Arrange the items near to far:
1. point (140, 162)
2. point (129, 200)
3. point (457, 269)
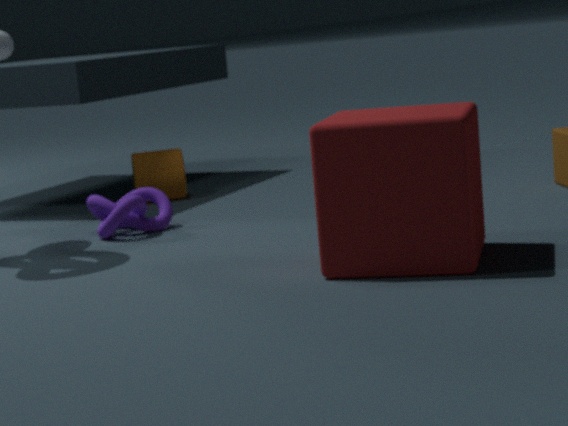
point (457, 269) → point (129, 200) → point (140, 162)
